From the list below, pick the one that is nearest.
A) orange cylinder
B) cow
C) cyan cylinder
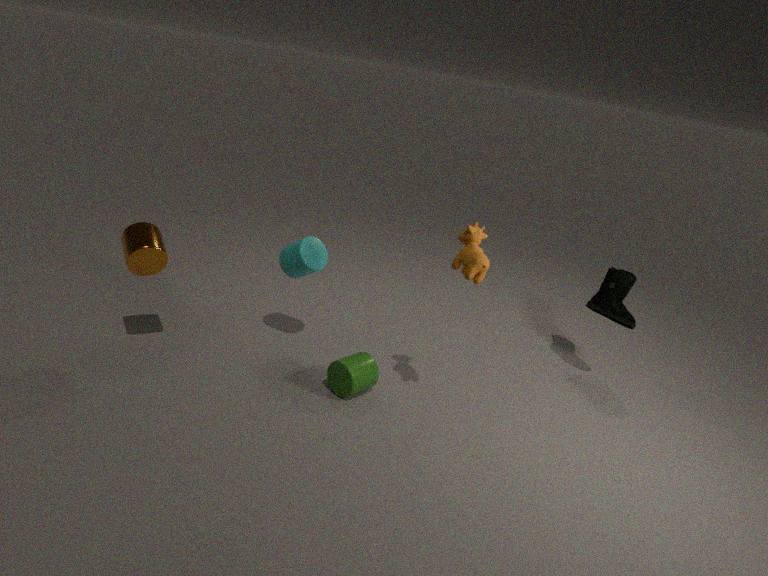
cow
